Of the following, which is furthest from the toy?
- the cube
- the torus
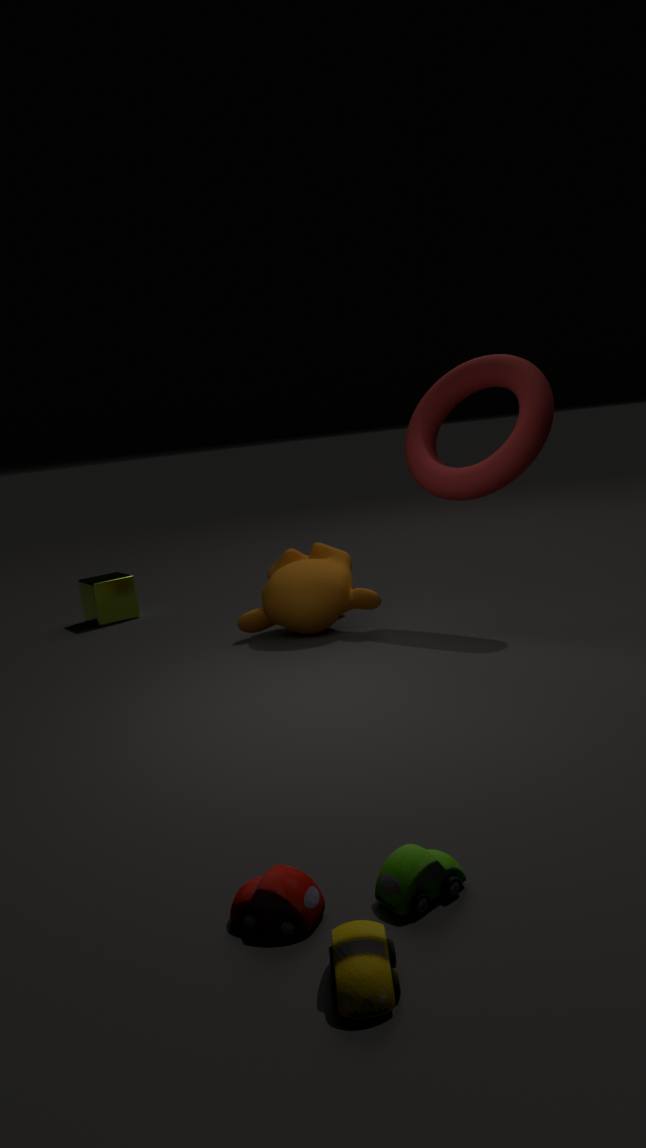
the cube
